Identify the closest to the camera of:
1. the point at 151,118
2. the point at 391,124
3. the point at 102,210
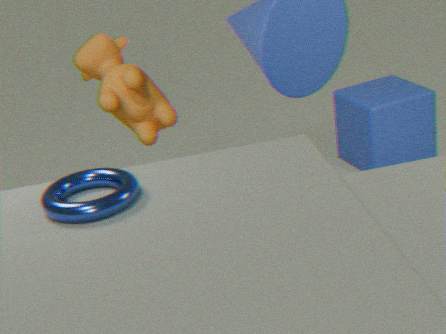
the point at 102,210
